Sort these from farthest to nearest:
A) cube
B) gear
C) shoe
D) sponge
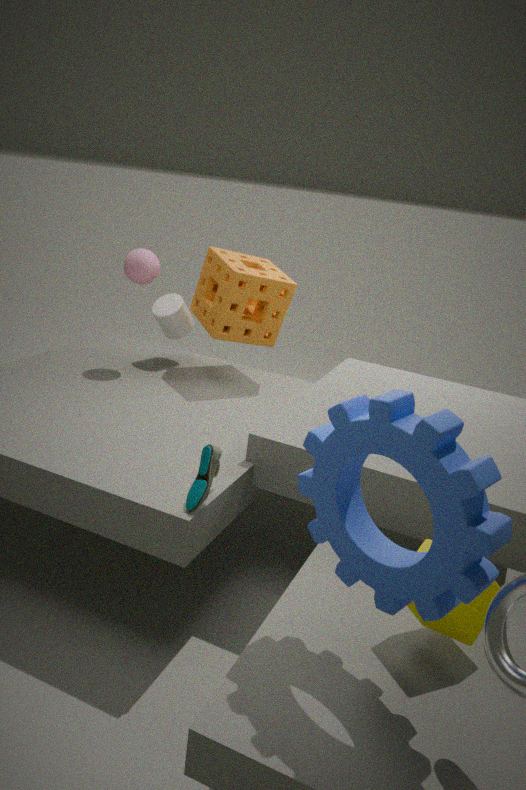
sponge → shoe → cube → gear
